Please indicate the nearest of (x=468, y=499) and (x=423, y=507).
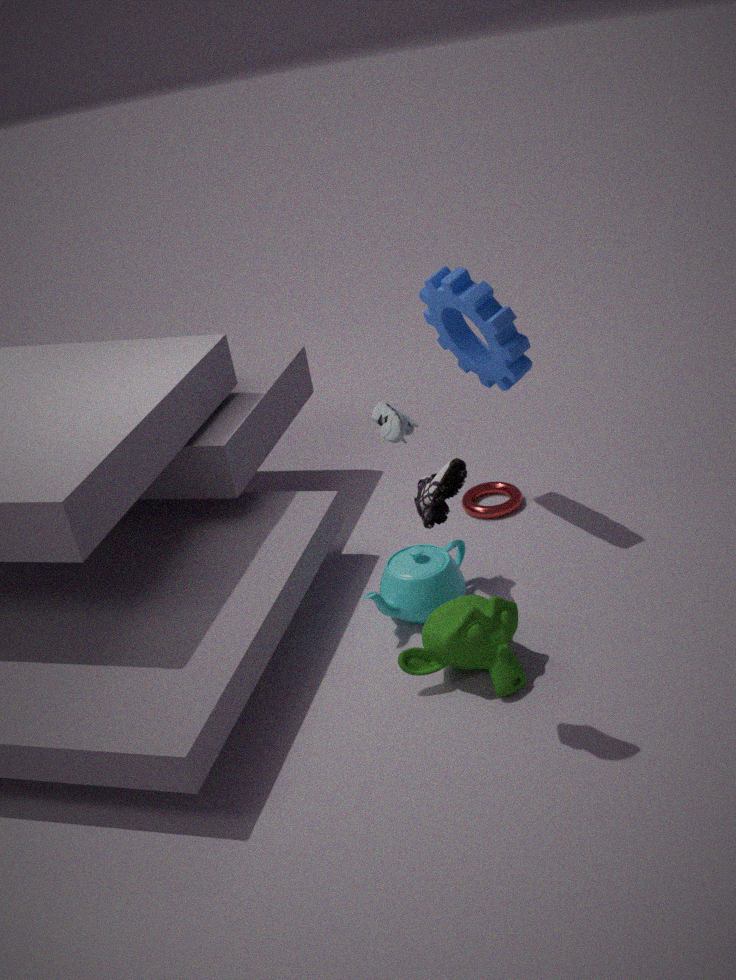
(x=423, y=507)
